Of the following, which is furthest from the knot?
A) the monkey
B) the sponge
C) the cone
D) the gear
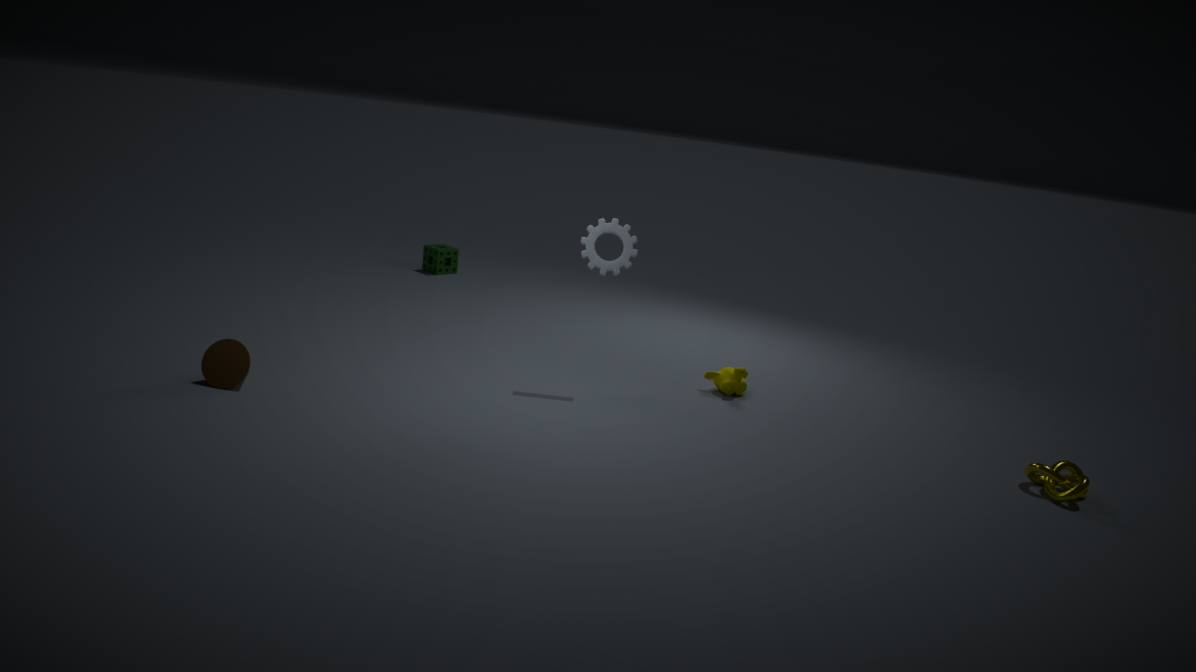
the sponge
